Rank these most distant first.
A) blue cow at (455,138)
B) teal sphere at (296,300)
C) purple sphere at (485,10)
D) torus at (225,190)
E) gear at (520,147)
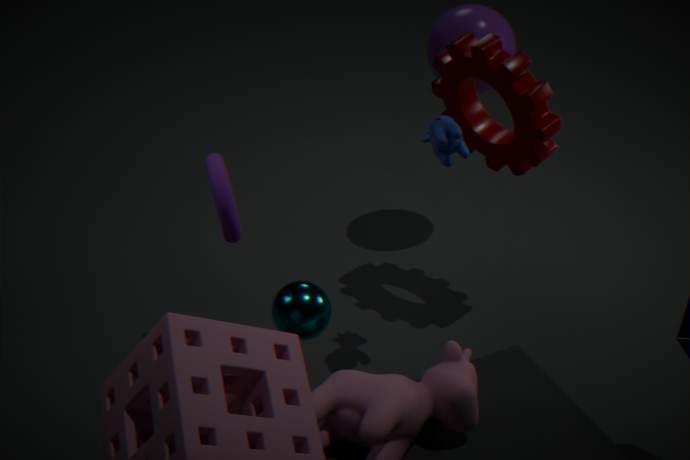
purple sphere at (485,10), gear at (520,147), blue cow at (455,138), teal sphere at (296,300), torus at (225,190)
